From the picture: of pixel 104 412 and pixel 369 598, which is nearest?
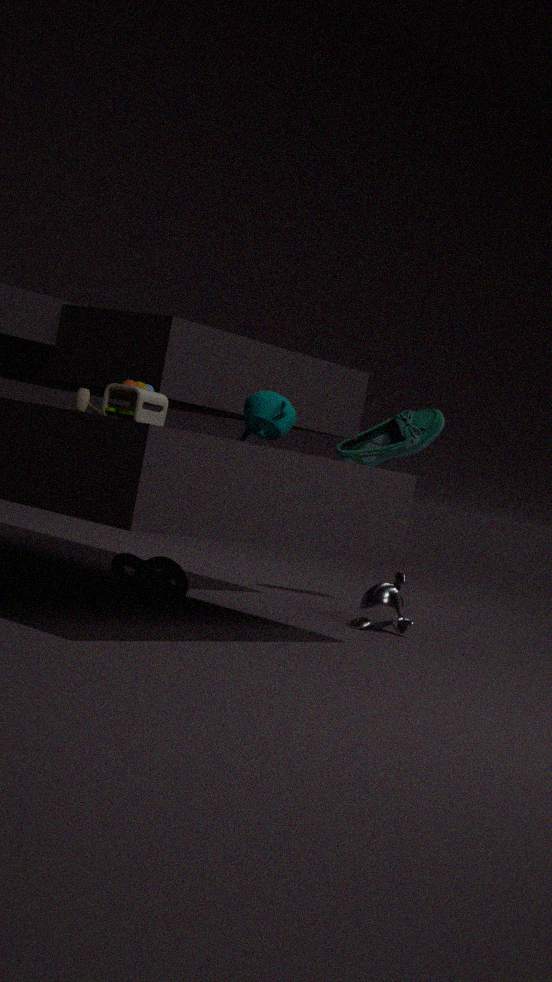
pixel 104 412
